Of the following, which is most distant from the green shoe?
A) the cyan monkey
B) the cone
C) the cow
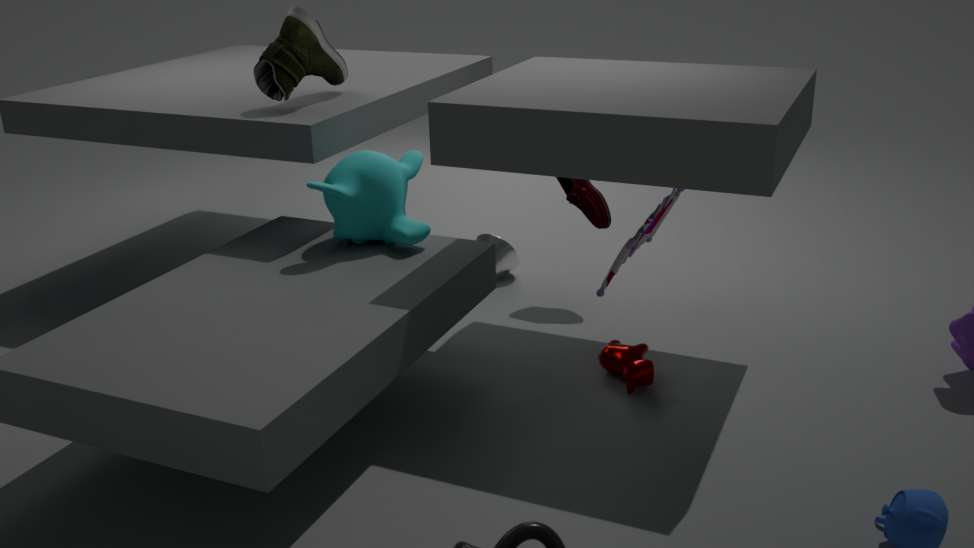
the cow
